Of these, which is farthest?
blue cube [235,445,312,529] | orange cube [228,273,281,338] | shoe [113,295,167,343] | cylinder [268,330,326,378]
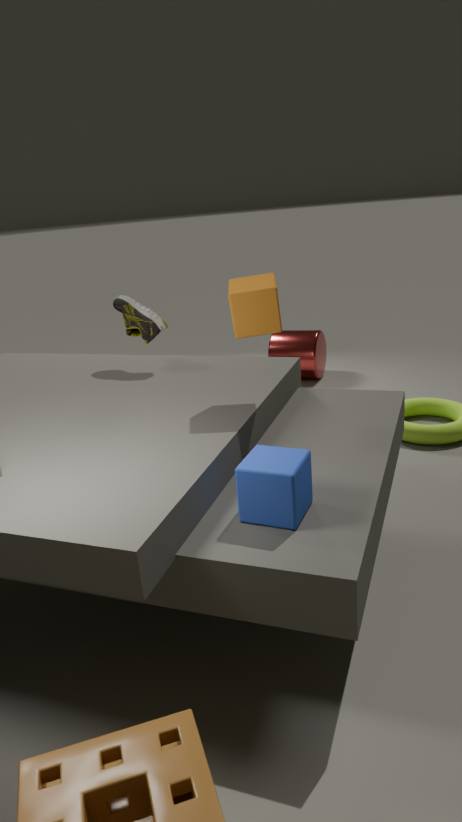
cylinder [268,330,326,378]
